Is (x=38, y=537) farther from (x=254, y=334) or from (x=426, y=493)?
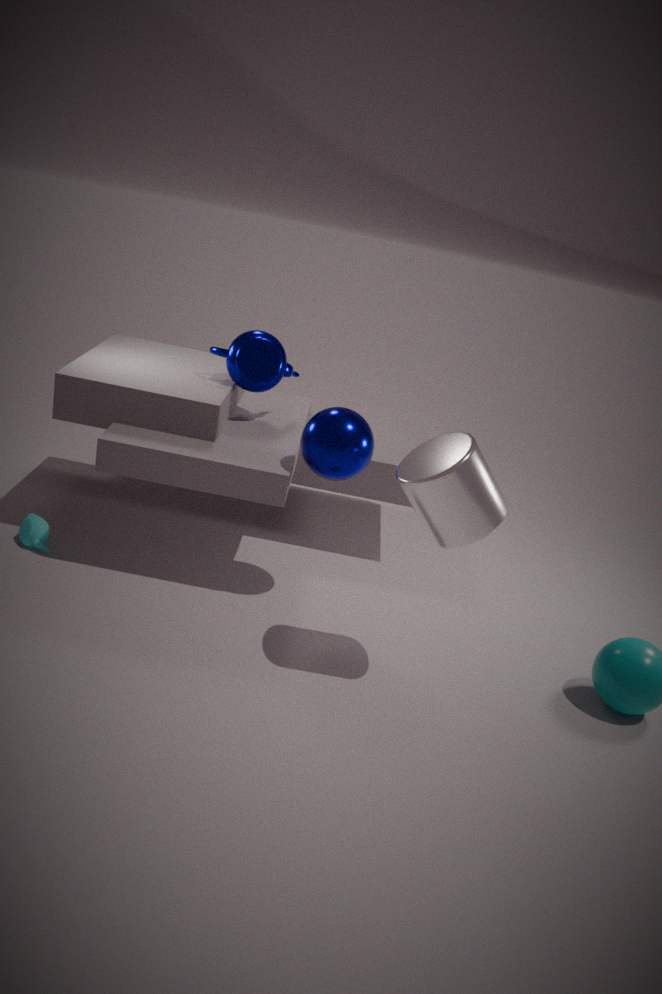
(x=426, y=493)
